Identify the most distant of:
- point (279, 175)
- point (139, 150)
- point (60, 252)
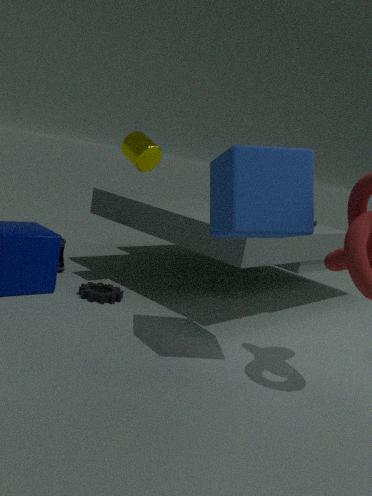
point (60, 252)
